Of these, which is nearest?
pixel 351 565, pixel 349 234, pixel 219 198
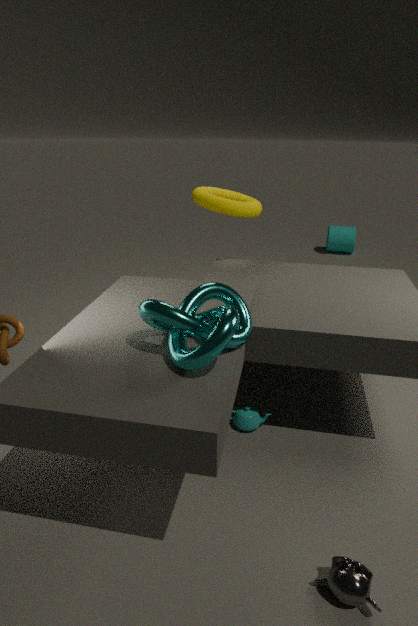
pixel 351 565
